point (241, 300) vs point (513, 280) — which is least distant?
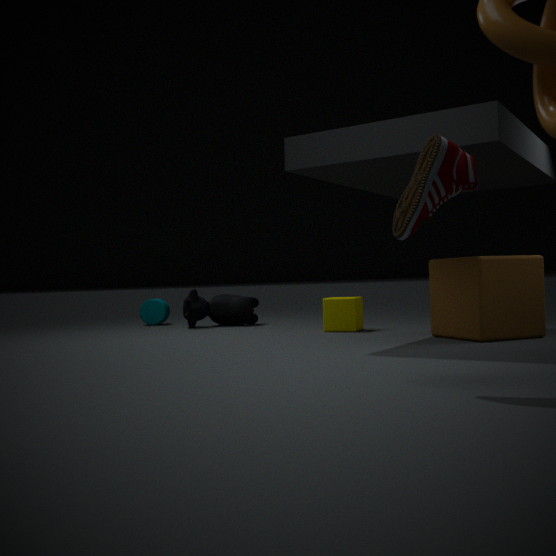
point (513, 280)
